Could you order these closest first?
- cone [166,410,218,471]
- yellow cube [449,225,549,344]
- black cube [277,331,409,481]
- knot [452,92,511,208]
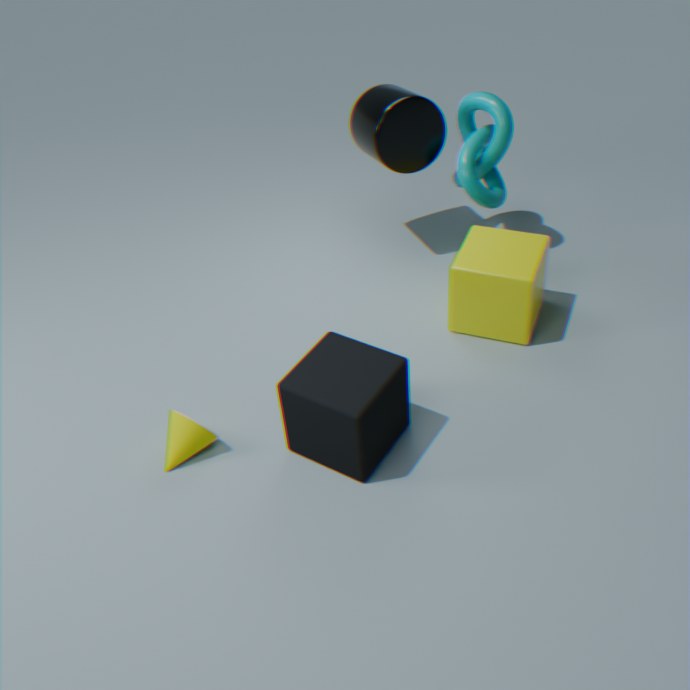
black cube [277,331,409,481]
cone [166,410,218,471]
yellow cube [449,225,549,344]
knot [452,92,511,208]
